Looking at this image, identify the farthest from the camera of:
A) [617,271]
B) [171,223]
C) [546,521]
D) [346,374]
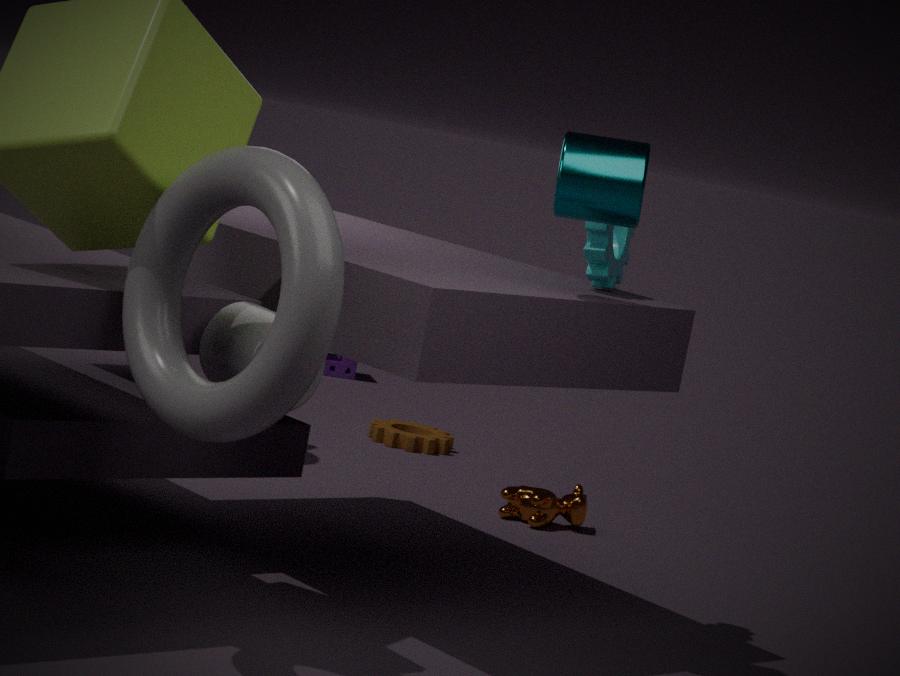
[346,374]
